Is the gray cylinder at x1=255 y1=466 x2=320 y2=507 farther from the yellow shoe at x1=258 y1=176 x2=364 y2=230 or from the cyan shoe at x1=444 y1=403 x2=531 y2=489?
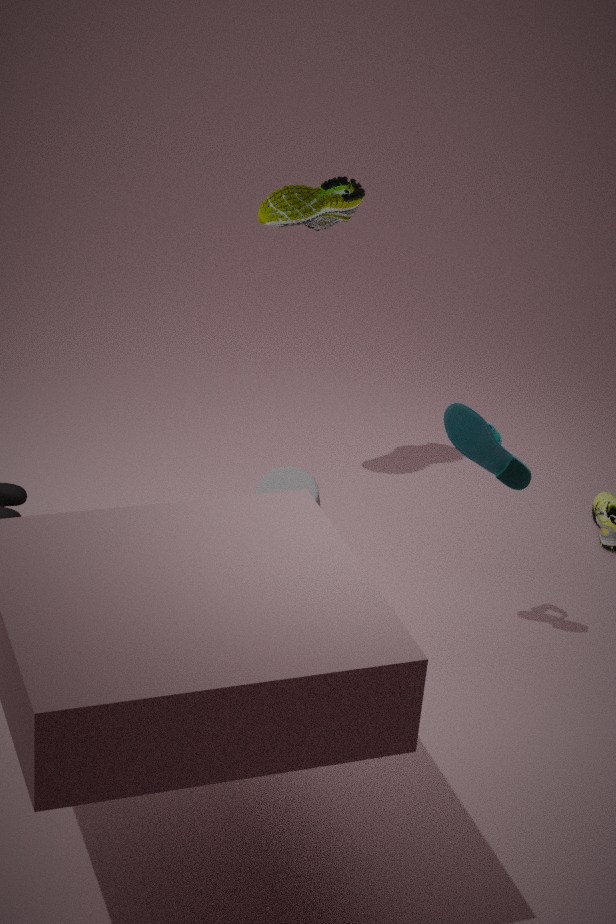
the yellow shoe at x1=258 y1=176 x2=364 y2=230
